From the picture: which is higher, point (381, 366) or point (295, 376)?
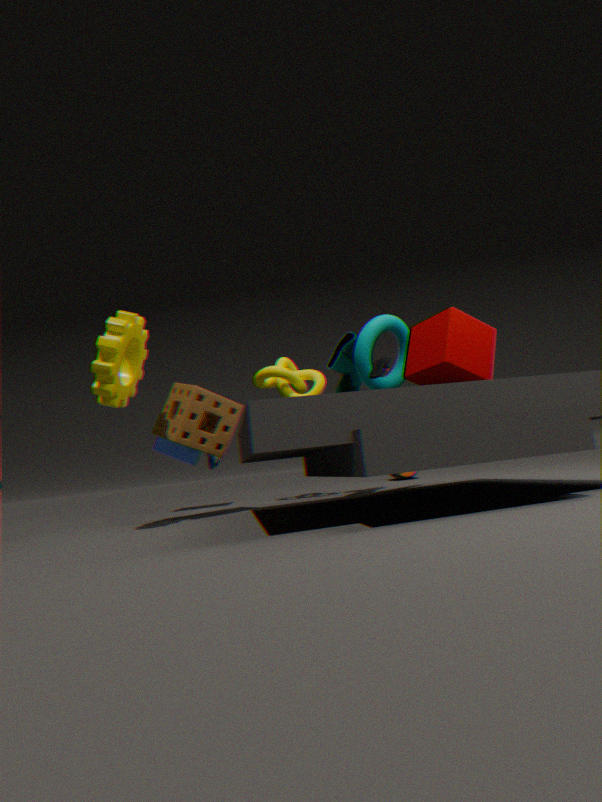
point (295, 376)
